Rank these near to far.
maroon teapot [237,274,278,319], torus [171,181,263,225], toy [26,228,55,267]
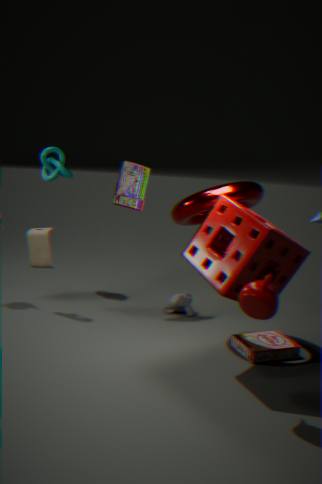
1. maroon teapot [237,274,278,319]
2. torus [171,181,263,225]
3. toy [26,228,55,267]
